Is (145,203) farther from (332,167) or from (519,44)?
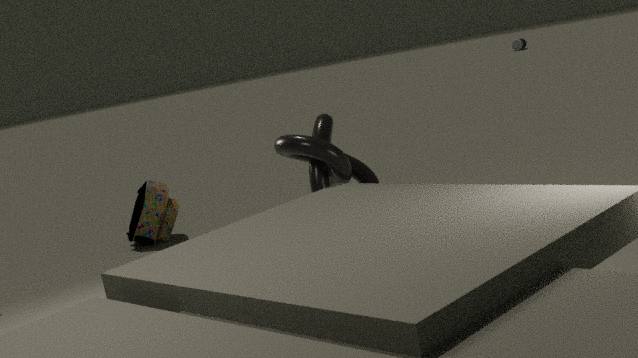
(519,44)
